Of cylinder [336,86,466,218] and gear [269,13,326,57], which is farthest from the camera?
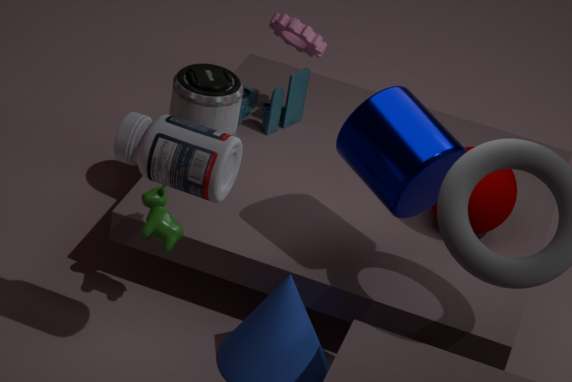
gear [269,13,326,57]
